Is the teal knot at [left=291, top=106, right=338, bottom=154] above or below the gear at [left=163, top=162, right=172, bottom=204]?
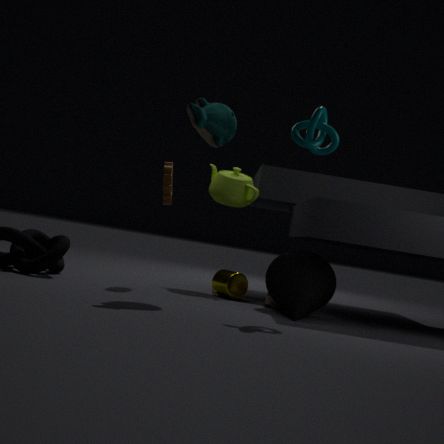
above
